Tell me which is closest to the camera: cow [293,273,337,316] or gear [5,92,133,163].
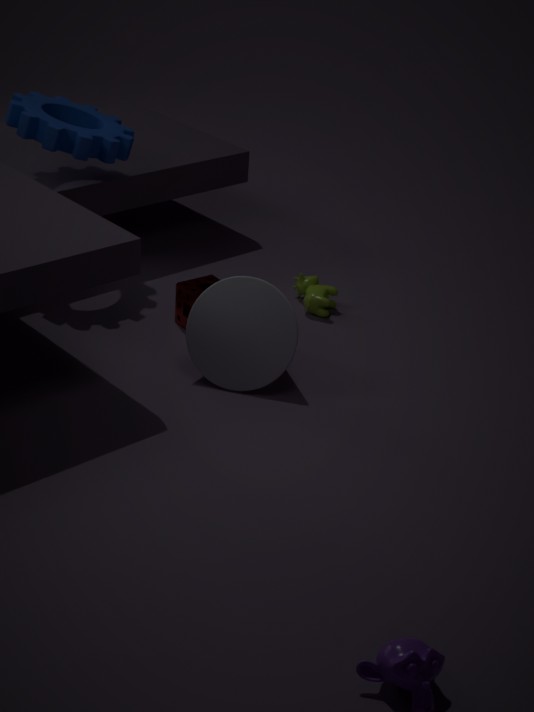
gear [5,92,133,163]
